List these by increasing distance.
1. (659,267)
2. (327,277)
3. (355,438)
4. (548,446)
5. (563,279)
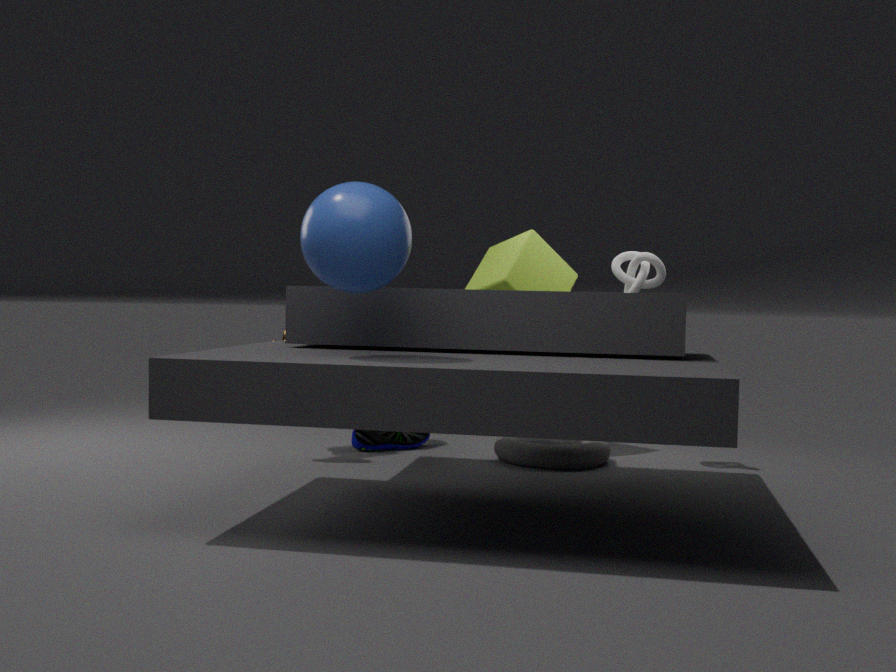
(327,277) < (548,446) < (659,267) < (355,438) < (563,279)
